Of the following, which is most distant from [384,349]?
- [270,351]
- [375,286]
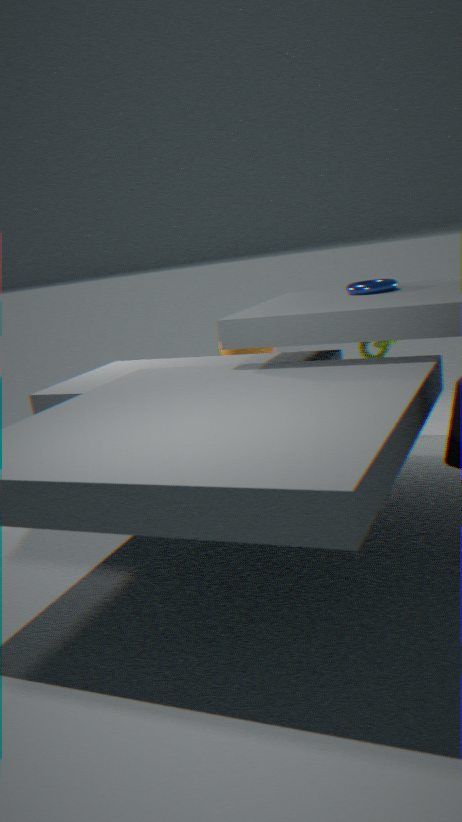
[270,351]
